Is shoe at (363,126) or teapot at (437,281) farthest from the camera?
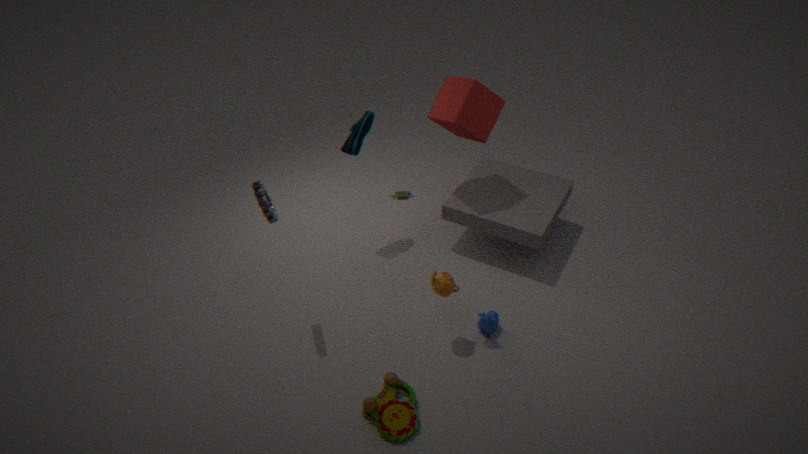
shoe at (363,126)
